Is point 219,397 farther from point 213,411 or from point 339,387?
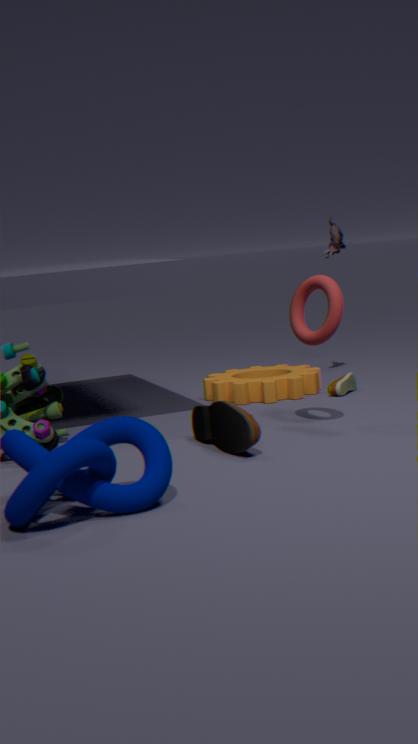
point 213,411
